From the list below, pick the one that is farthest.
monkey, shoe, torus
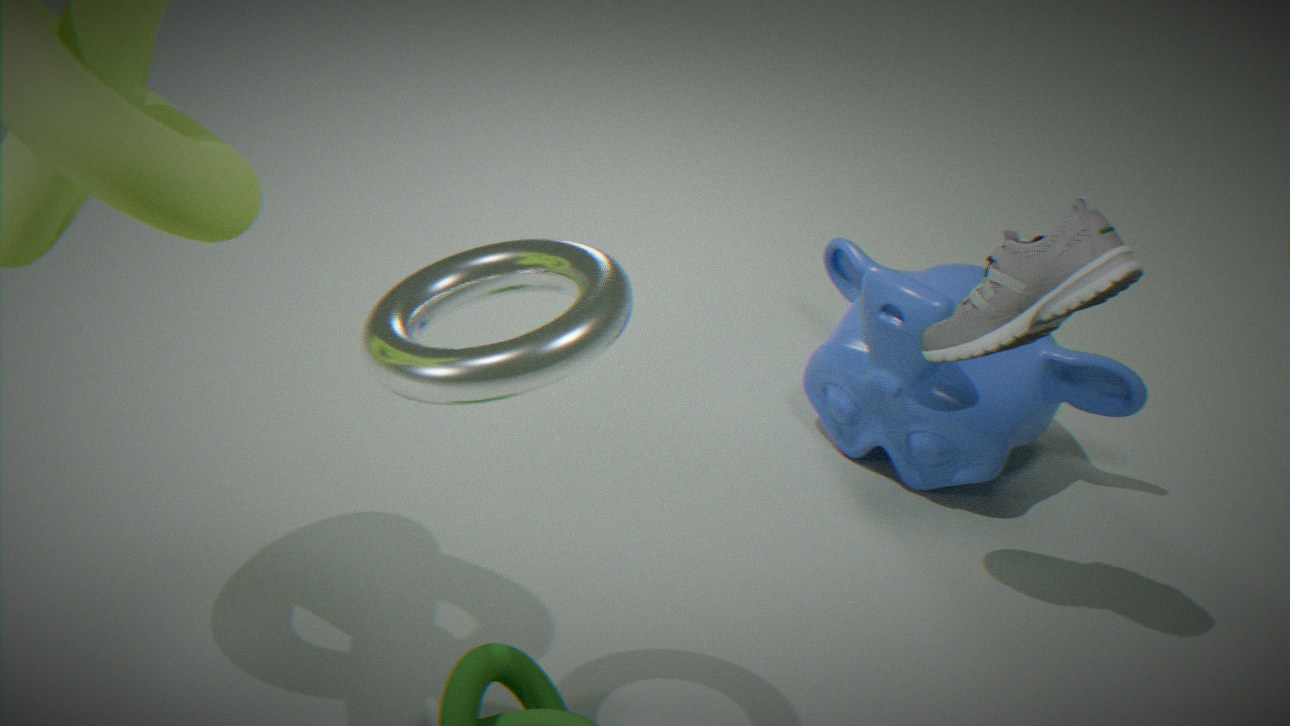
monkey
